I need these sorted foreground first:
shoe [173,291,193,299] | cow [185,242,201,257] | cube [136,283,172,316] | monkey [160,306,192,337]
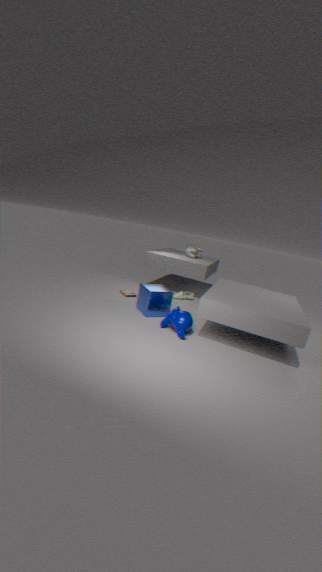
monkey [160,306,192,337] < cube [136,283,172,316] < shoe [173,291,193,299] < cow [185,242,201,257]
